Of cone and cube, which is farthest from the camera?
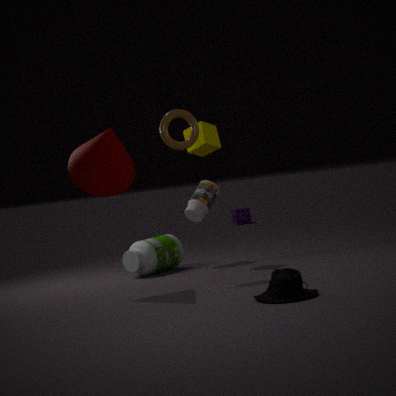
cube
